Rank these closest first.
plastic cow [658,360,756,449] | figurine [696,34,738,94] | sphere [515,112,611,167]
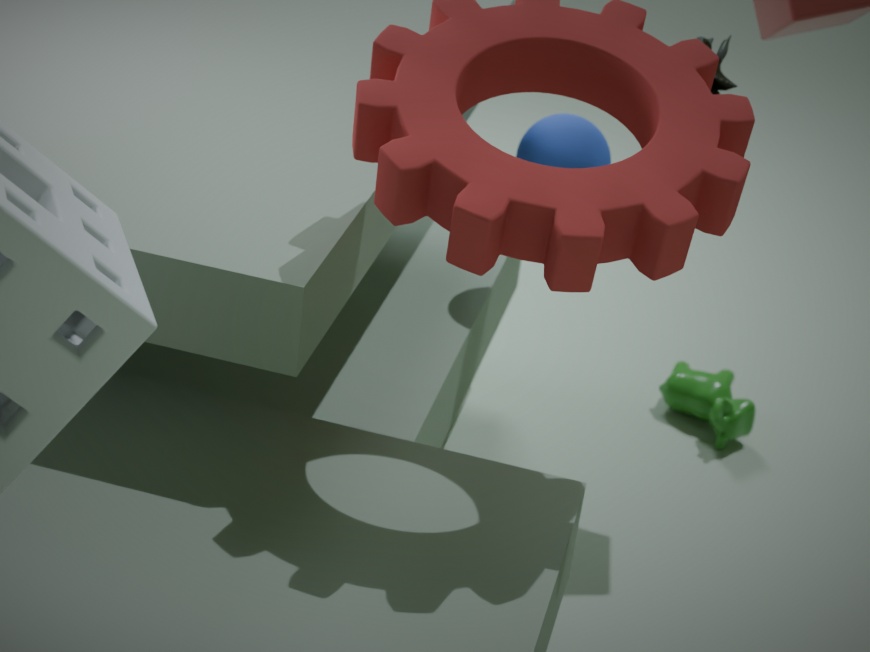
1. figurine [696,34,738,94]
2. sphere [515,112,611,167]
3. plastic cow [658,360,756,449]
